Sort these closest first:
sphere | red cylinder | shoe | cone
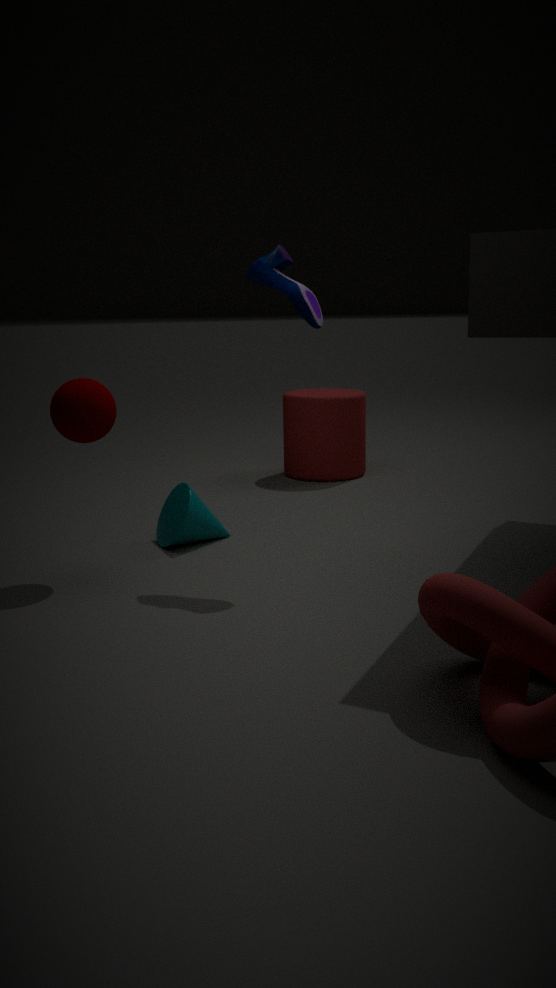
sphere
shoe
cone
red cylinder
